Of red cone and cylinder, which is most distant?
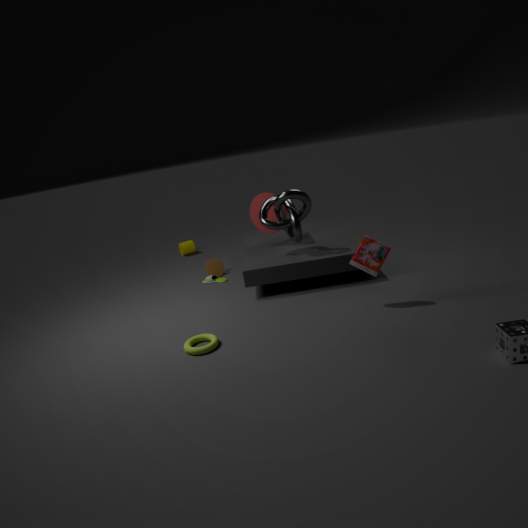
cylinder
